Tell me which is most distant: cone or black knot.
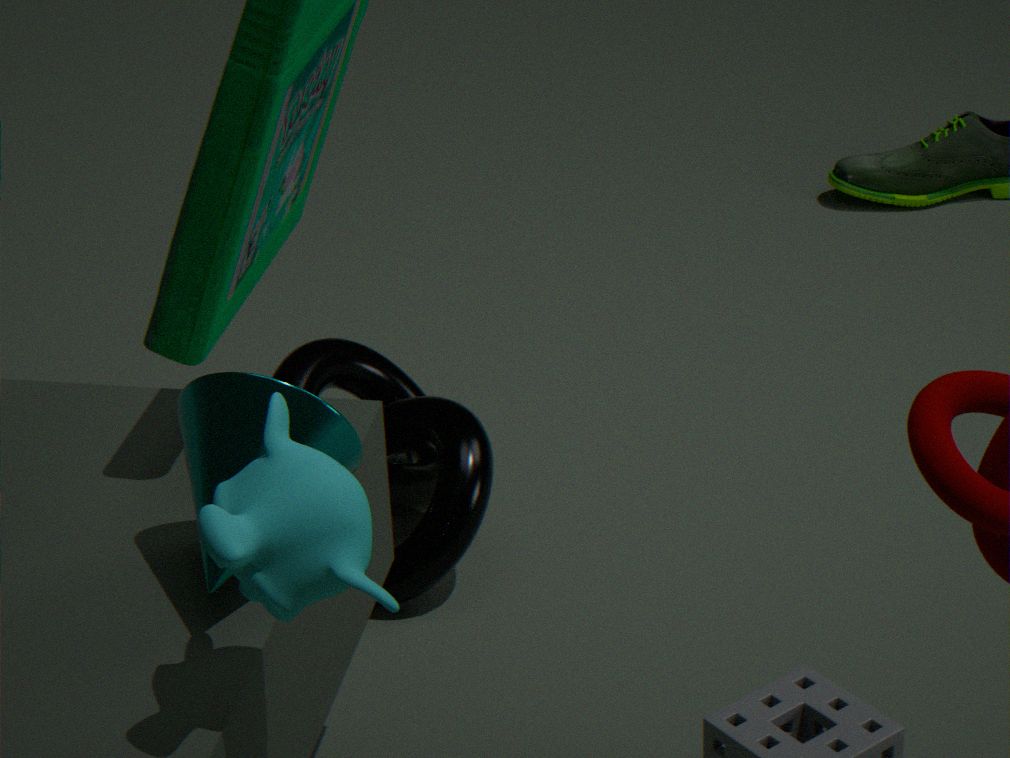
black knot
